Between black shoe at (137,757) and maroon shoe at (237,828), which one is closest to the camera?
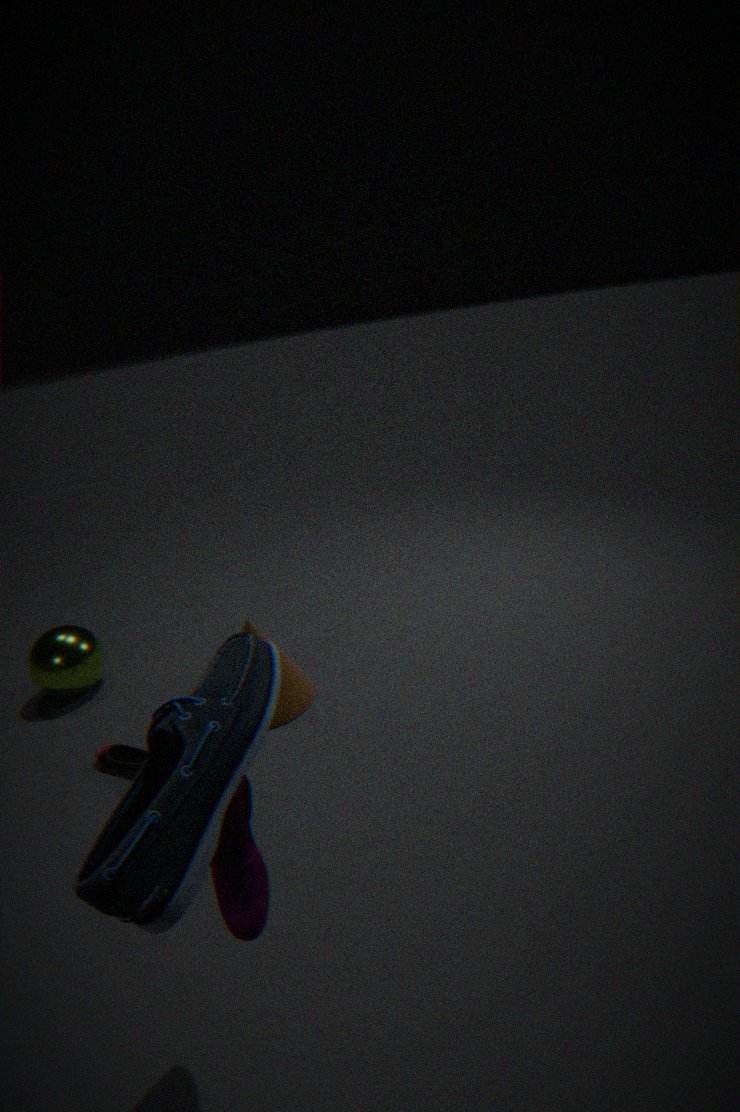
maroon shoe at (237,828)
